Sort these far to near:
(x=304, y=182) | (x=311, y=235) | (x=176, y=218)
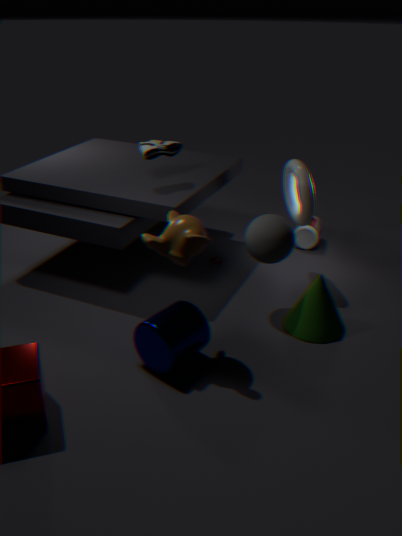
1. (x=311, y=235)
2. (x=304, y=182)
3. (x=176, y=218)
